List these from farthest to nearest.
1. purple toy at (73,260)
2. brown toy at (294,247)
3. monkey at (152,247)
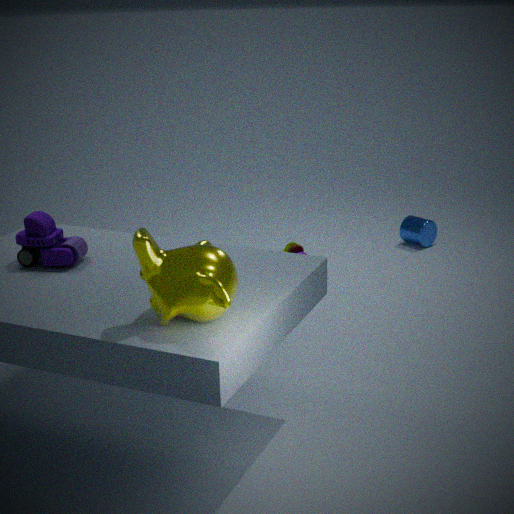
brown toy at (294,247) → purple toy at (73,260) → monkey at (152,247)
